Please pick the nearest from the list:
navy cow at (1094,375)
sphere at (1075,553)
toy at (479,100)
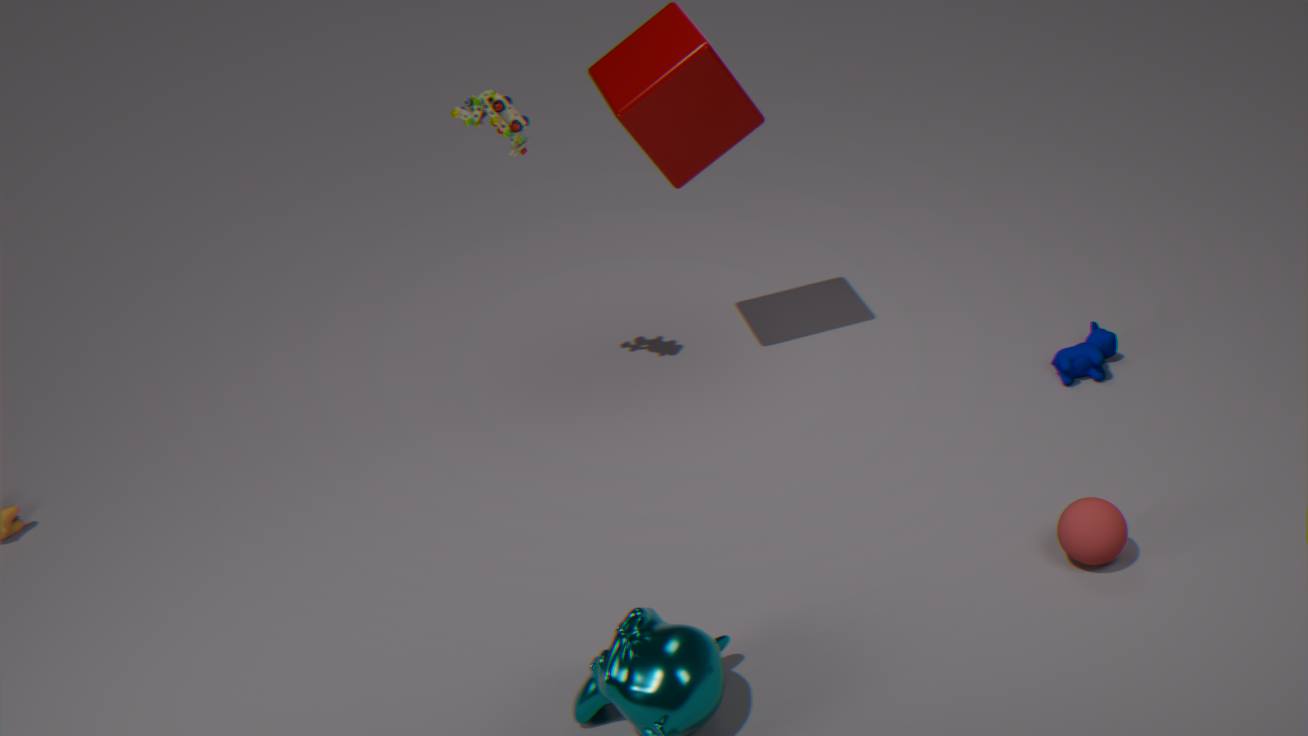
sphere at (1075,553)
